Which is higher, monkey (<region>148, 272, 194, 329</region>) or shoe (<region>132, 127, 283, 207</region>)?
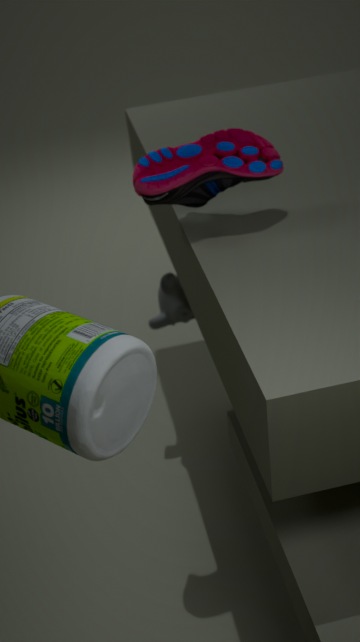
shoe (<region>132, 127, 283, 207</region>)
